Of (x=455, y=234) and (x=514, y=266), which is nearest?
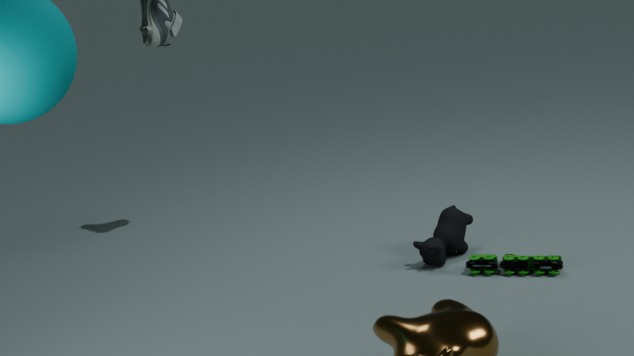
(x=514, y=266)
